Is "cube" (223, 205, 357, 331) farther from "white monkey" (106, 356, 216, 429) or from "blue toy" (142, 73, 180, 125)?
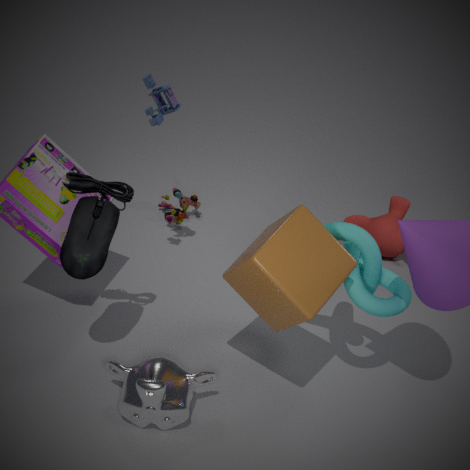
"blue toy" (142, 73, 180, 125)
